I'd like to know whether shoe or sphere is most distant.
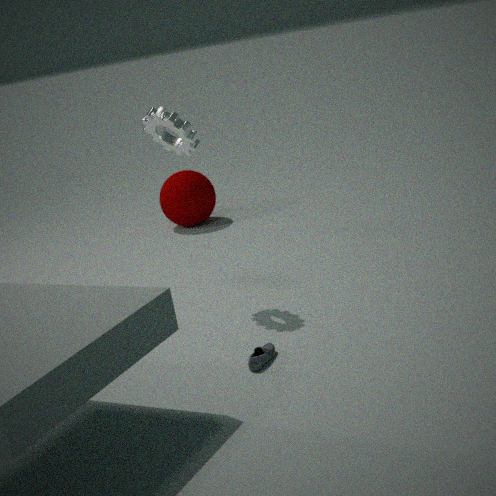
sphere
